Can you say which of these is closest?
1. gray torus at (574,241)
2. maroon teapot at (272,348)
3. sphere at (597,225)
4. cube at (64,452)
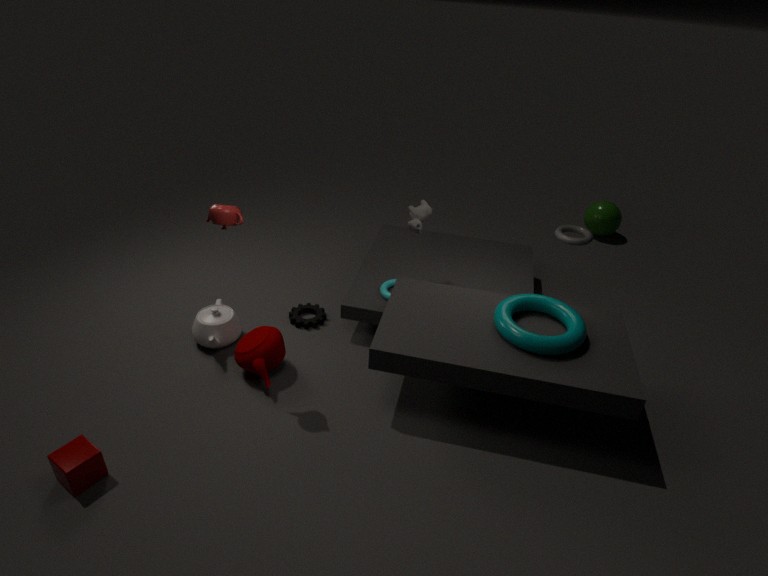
cube at (64,452)
